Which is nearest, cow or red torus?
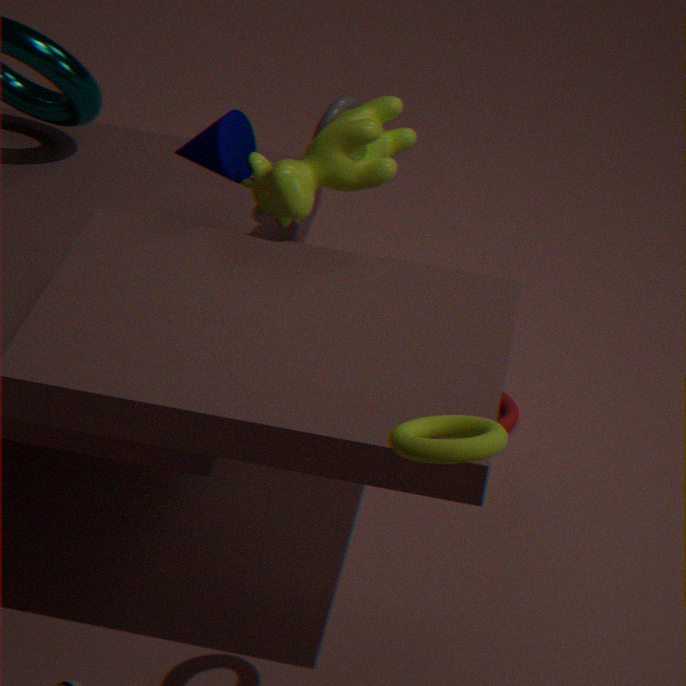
cow
